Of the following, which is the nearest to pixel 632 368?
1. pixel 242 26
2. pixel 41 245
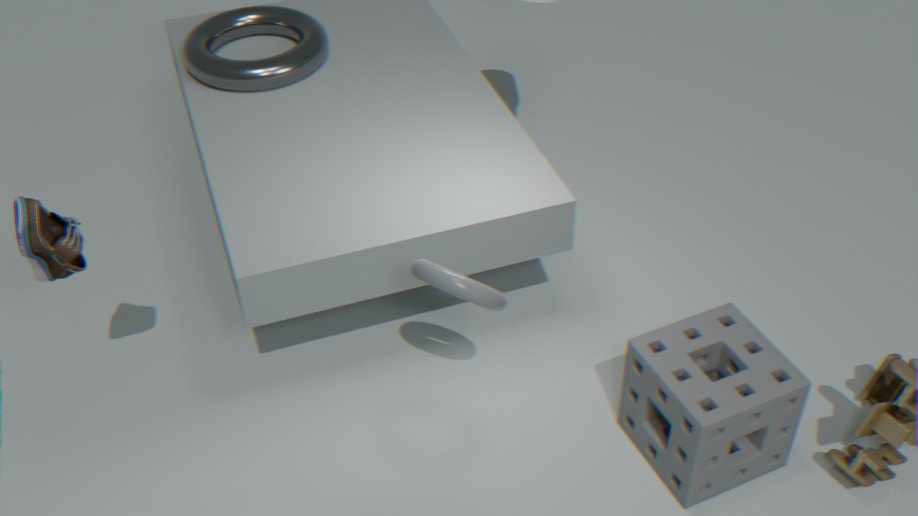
pixel 41 245
